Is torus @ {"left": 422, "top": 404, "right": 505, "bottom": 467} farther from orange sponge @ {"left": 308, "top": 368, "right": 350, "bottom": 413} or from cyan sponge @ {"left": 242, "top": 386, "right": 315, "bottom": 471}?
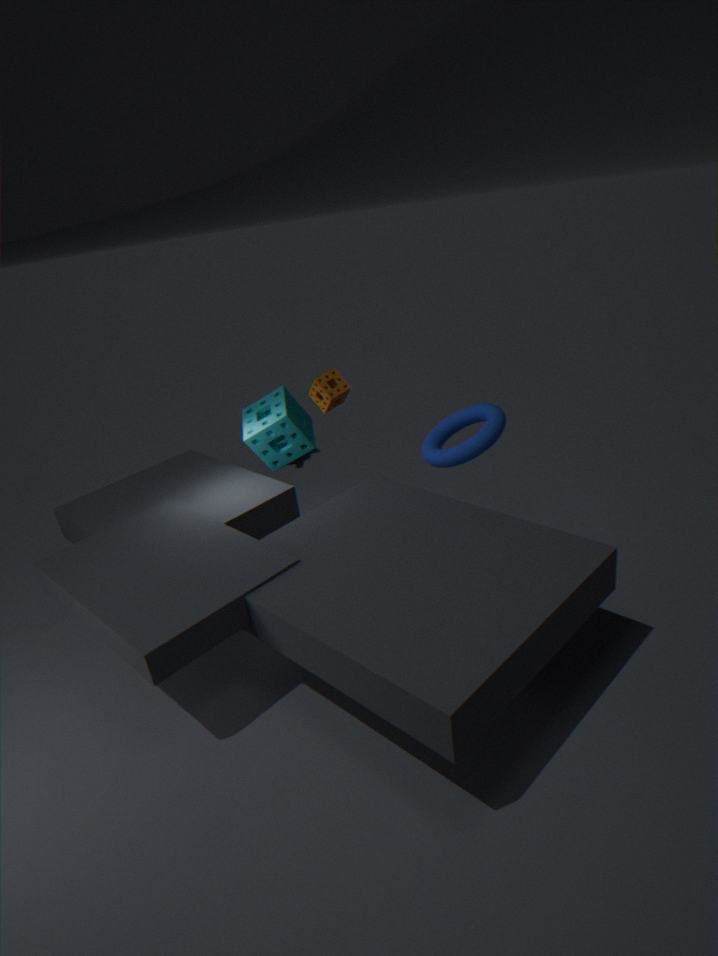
cyan sponge @ {"left": 242, "top": 386, "right": 315, "bottom": 471}
